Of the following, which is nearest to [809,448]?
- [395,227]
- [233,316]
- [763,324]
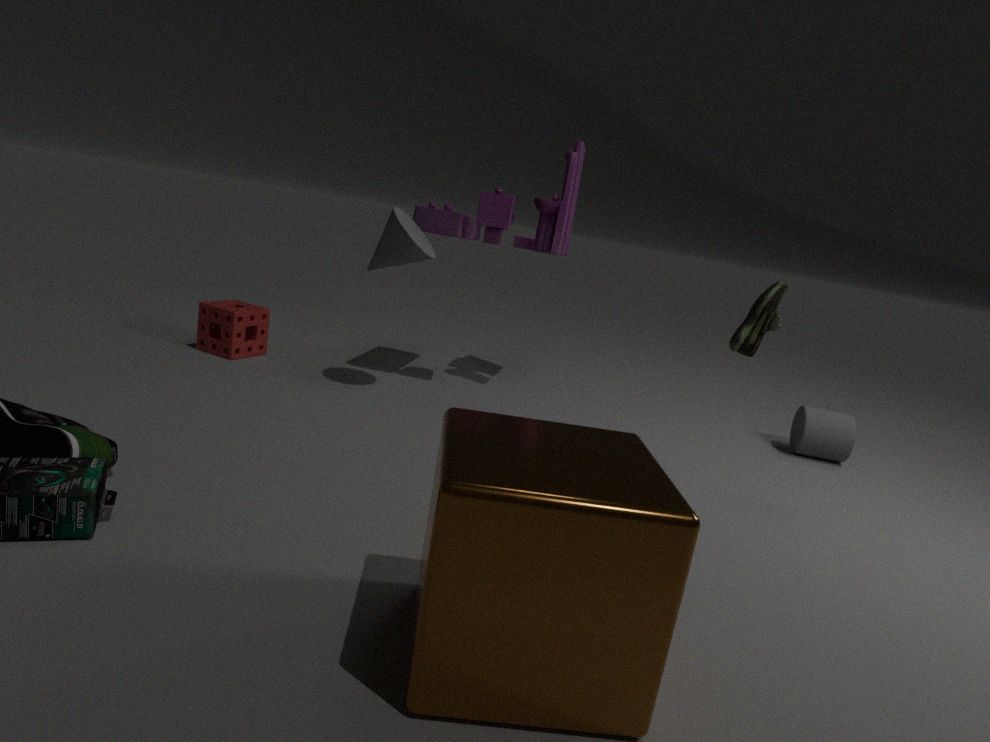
[763,324]
